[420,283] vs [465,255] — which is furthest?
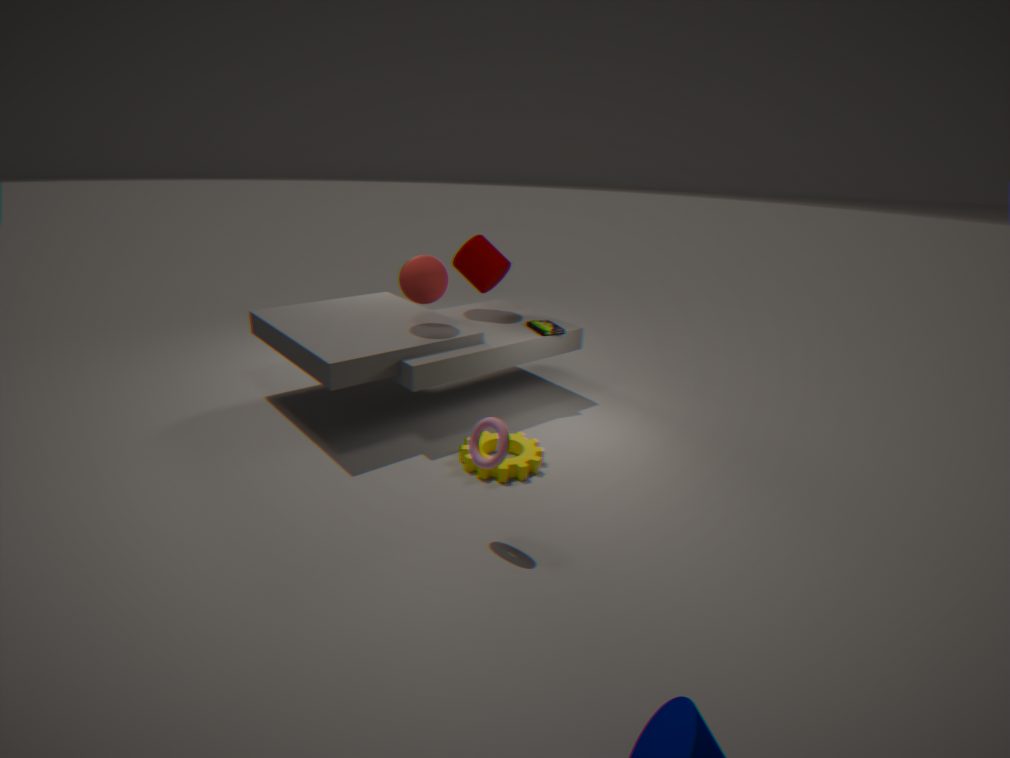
[465,255]
